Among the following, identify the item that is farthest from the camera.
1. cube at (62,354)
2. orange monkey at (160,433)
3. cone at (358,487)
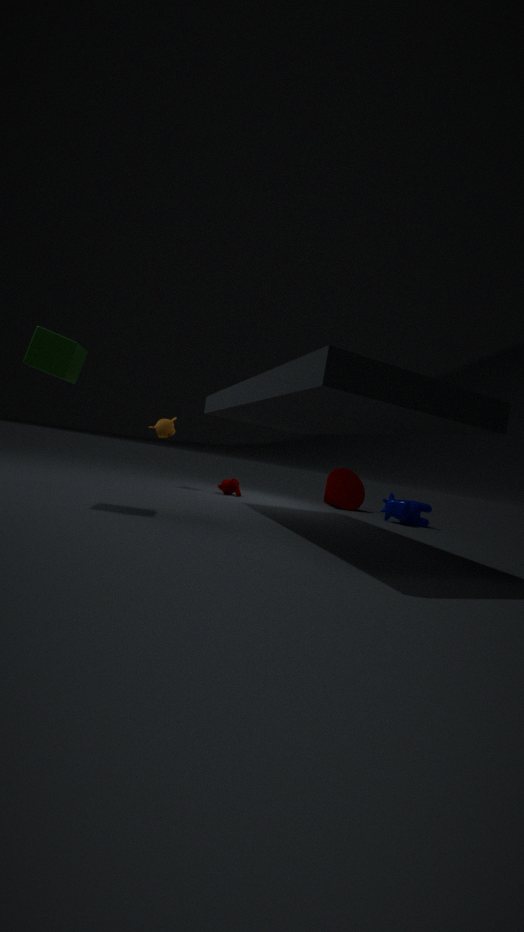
cone at (358,487)
